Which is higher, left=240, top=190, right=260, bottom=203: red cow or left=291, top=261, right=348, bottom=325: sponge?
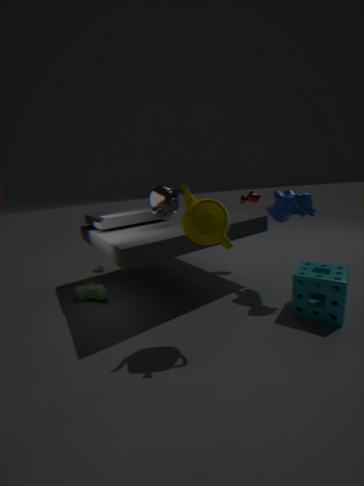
left=240, top=190, right=260, bottom=203: red cow
